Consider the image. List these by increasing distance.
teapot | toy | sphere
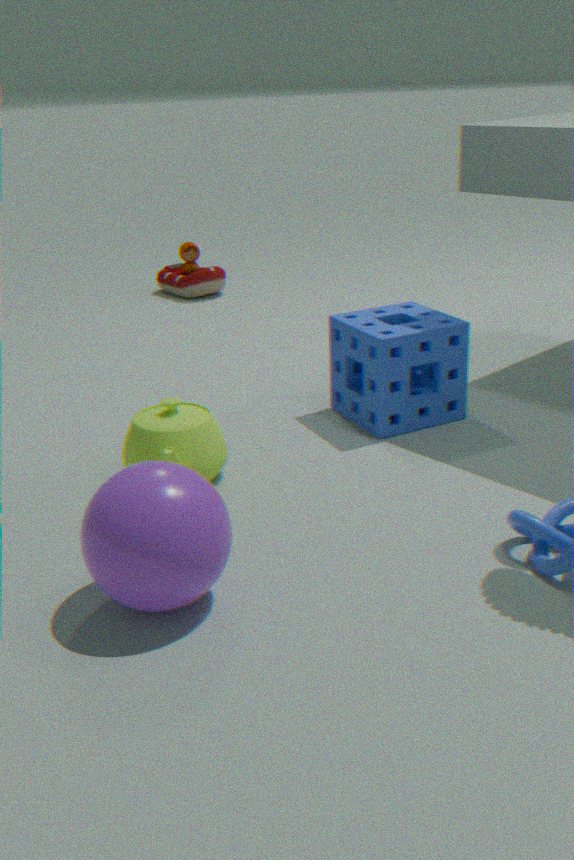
sphere < teapot < toy
